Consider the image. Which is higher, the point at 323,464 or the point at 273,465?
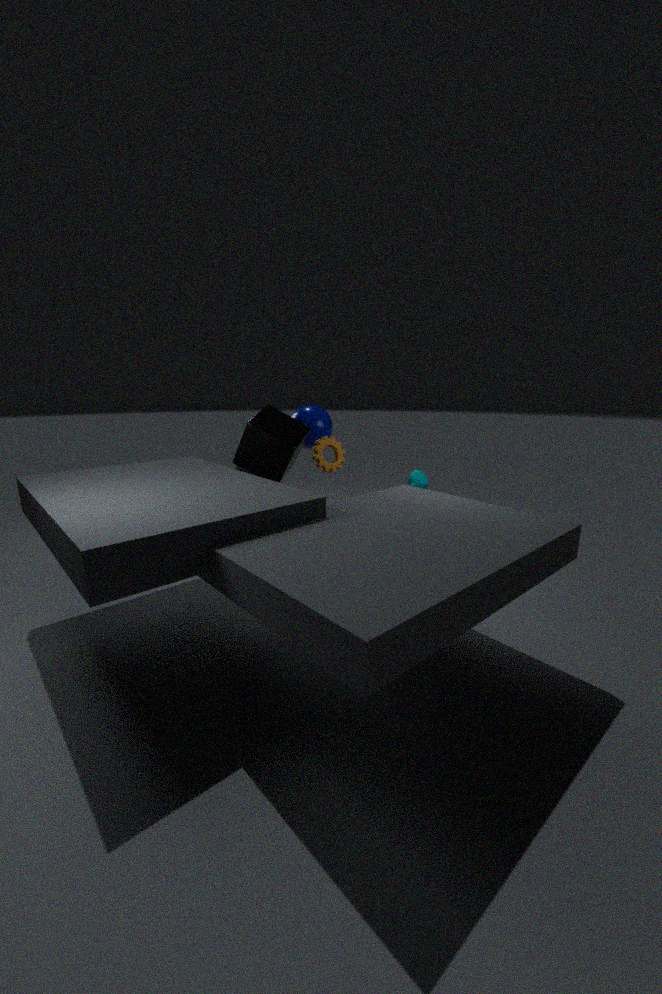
the point at 273,465
